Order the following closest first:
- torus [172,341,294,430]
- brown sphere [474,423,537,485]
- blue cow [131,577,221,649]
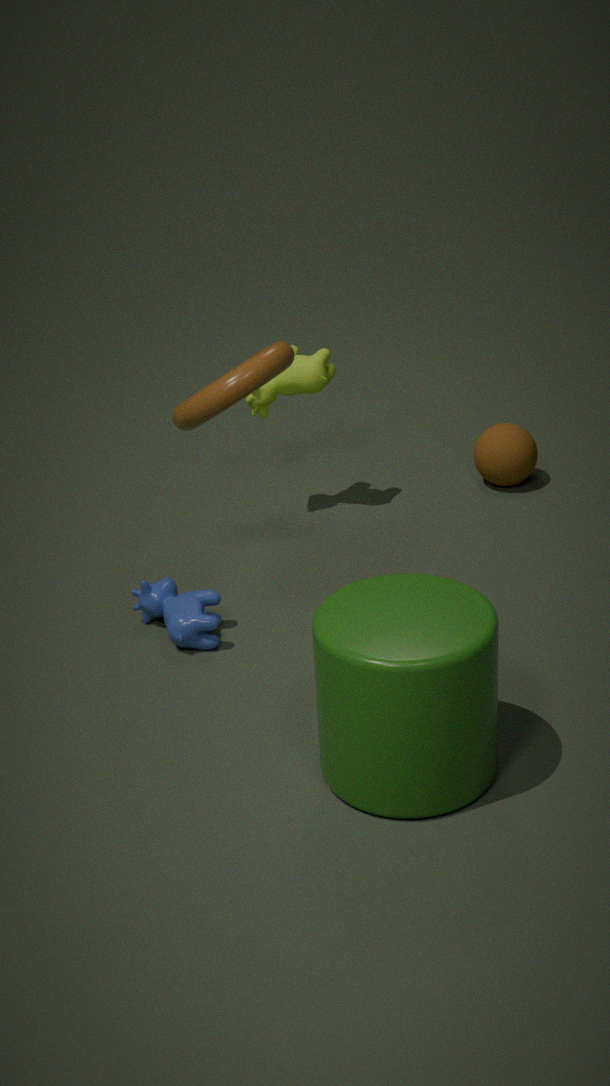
torus [172,341,294,430] → blue cow [131,577,221,649] → brown sphere [474,423,537,485]
